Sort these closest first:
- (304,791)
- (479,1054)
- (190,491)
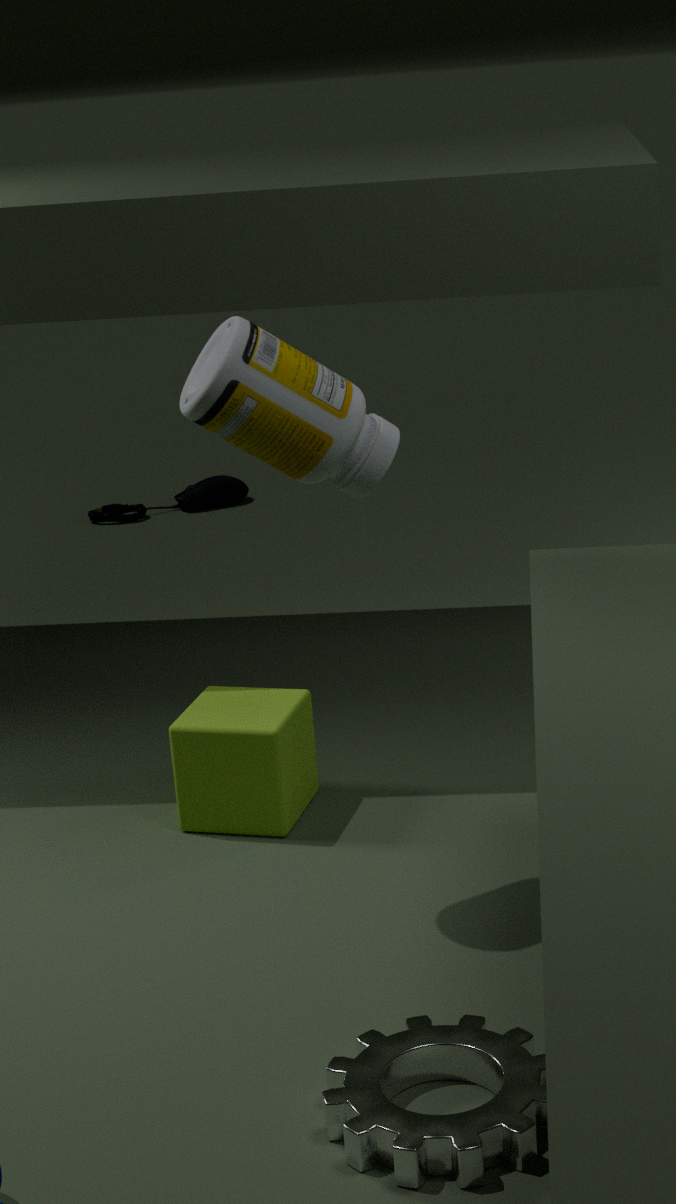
(479,1054), (304,791), (190,491)
